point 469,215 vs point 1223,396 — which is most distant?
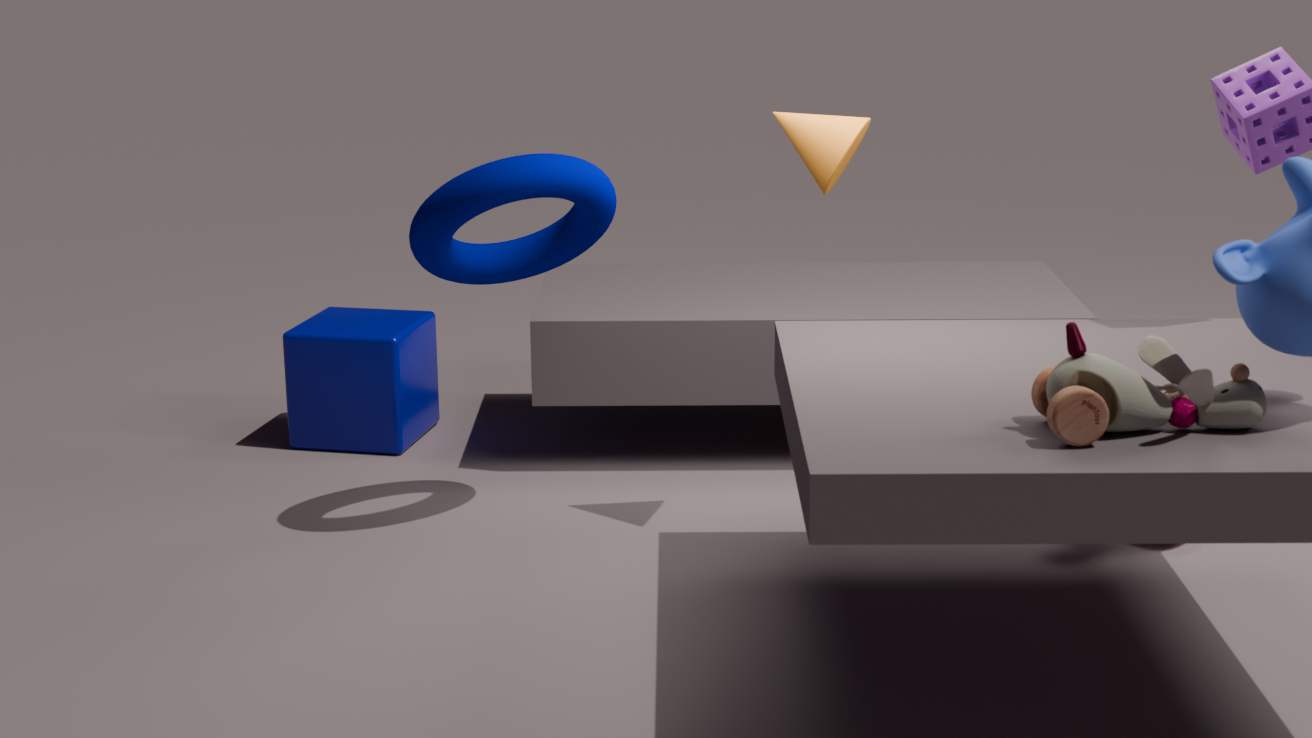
point 469,215
